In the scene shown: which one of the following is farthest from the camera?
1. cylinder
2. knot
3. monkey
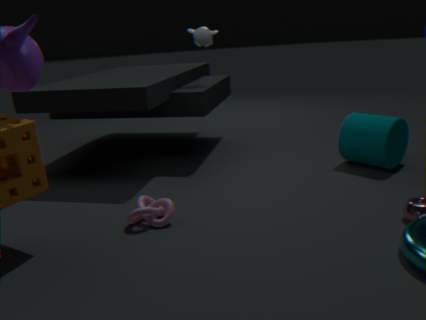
monkey
